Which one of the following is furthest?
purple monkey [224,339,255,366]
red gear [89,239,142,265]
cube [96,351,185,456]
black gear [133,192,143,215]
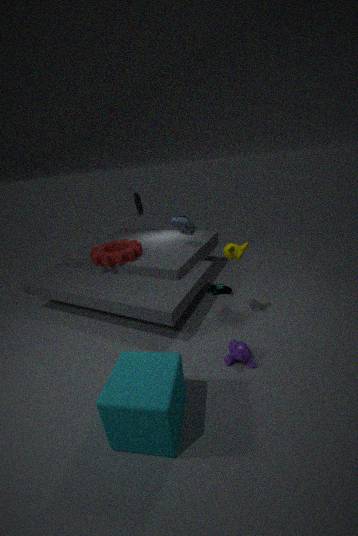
black gear [133,192,143,215]
